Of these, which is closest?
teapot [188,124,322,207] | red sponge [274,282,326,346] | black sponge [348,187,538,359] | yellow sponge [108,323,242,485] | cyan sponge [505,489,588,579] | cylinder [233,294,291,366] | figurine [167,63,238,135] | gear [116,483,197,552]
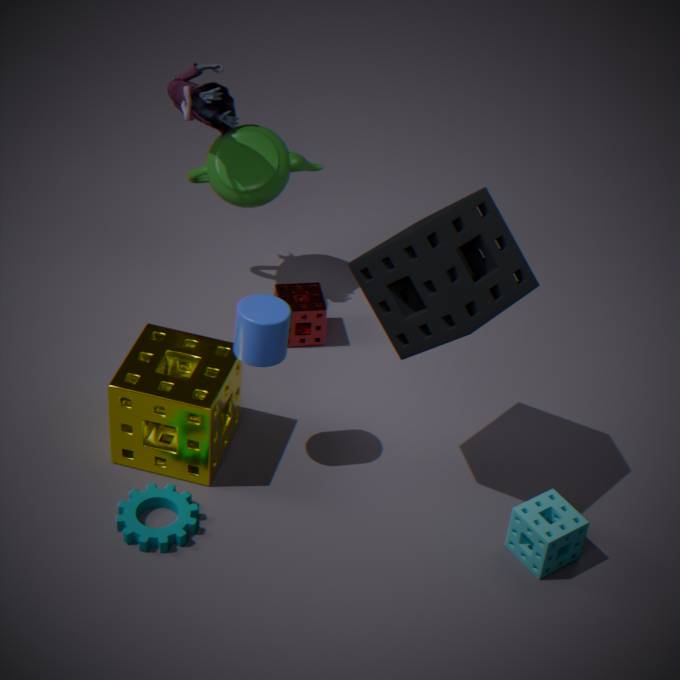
black sponge [348,187,538,359]
